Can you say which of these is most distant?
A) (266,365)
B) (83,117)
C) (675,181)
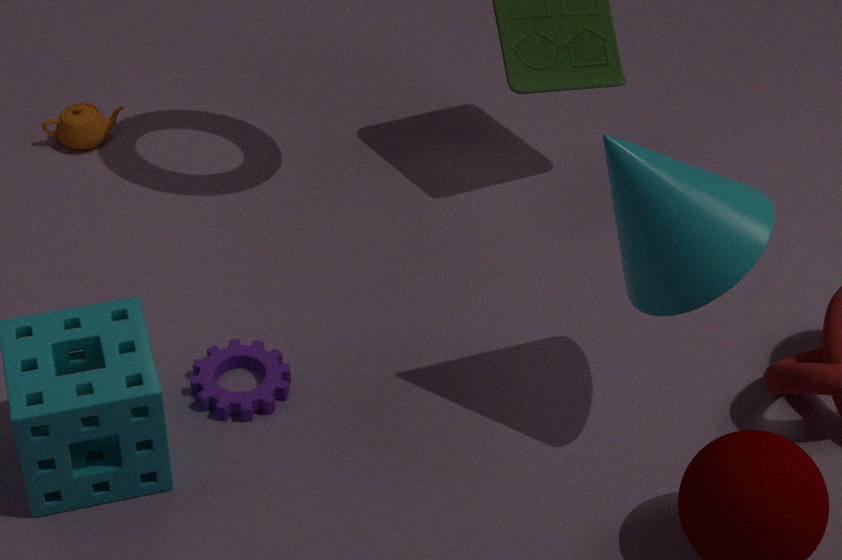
(83,117)
